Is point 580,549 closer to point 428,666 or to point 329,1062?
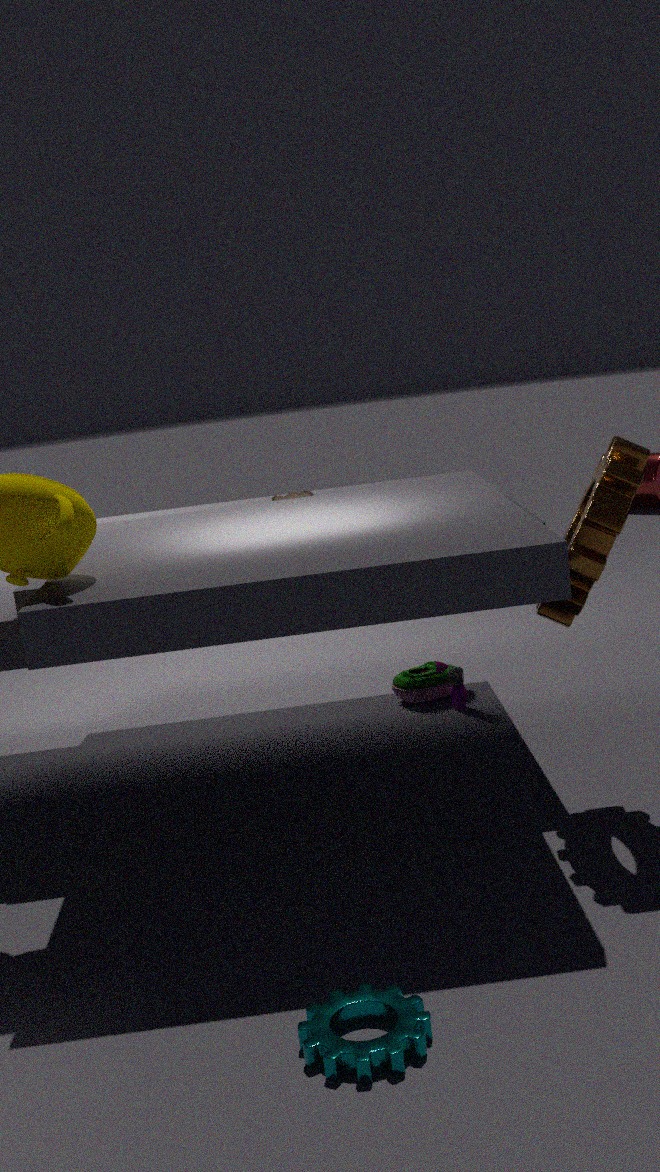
point 428,666
